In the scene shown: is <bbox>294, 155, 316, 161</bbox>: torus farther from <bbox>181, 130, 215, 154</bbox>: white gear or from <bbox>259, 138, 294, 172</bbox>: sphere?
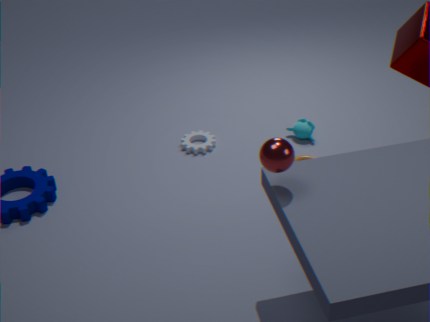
<bbox>259, 138, 294, 172</bbox>: sphere
